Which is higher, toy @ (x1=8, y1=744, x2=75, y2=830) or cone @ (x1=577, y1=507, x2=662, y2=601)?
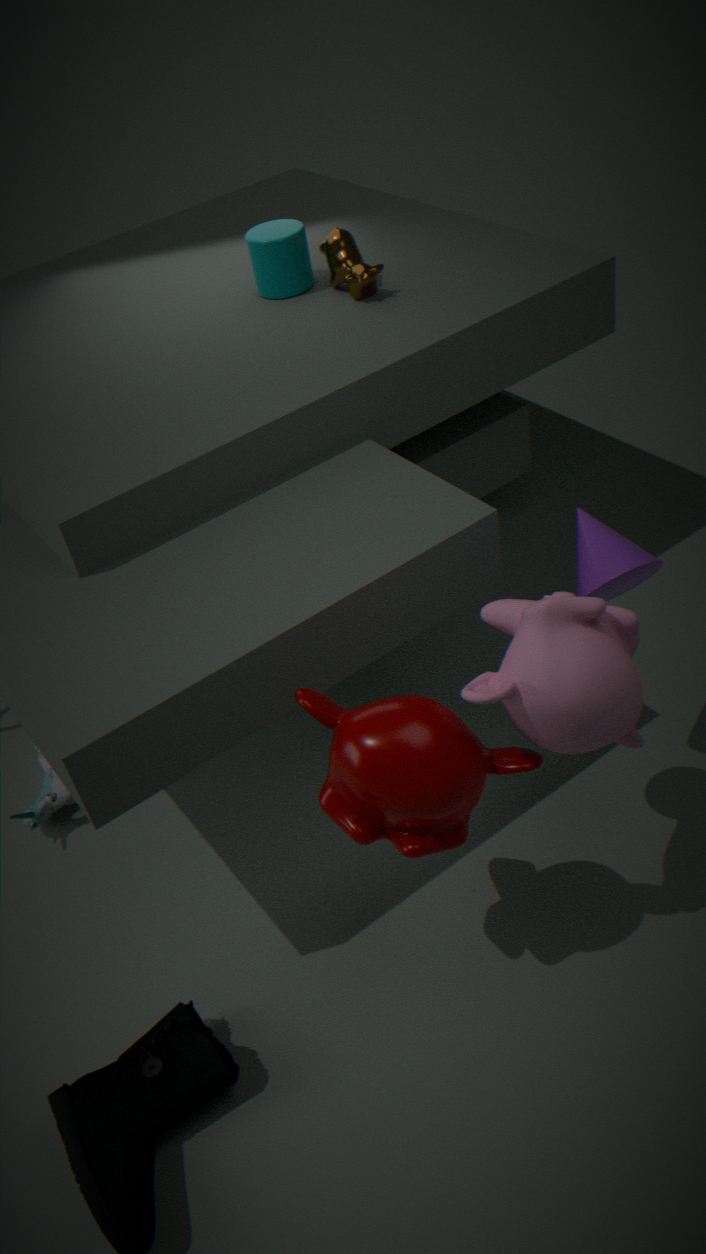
cone @ (x1=577, y1=507, x2=662, y2=601)
